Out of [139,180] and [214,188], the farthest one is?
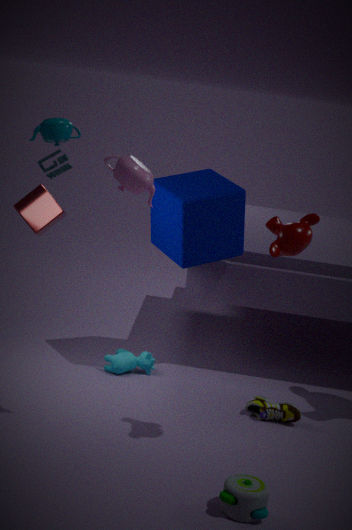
[214,188]
